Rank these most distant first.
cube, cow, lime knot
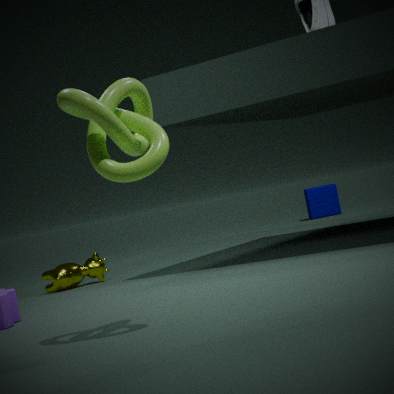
1. cube
2. cow
3. lime knot
